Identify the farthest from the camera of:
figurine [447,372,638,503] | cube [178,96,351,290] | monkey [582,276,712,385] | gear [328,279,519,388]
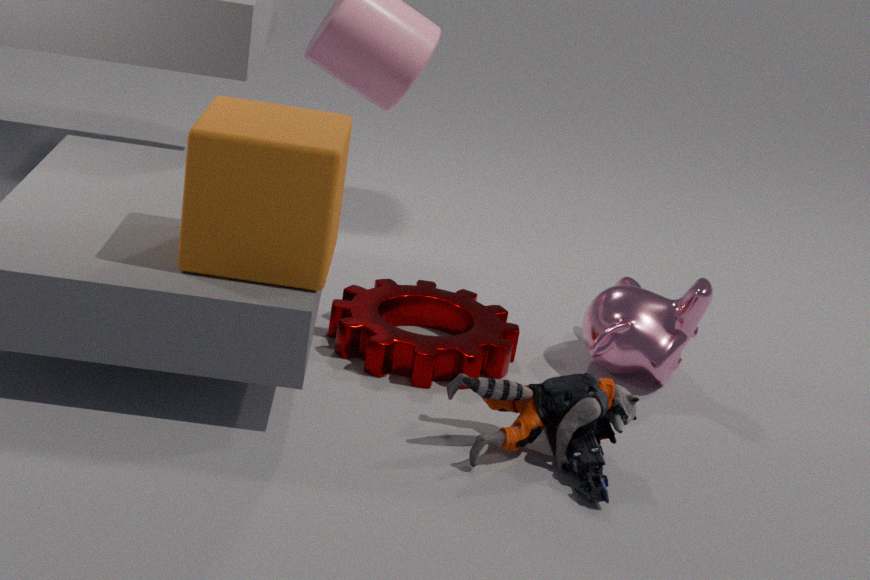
monkey [582,276,712,385]
